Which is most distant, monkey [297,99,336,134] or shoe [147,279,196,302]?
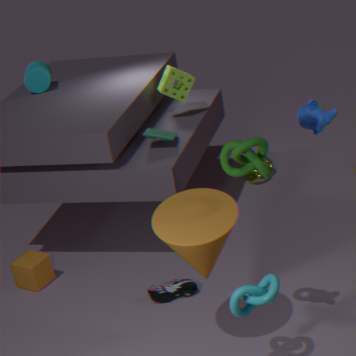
shoe [147,279,196,302]
